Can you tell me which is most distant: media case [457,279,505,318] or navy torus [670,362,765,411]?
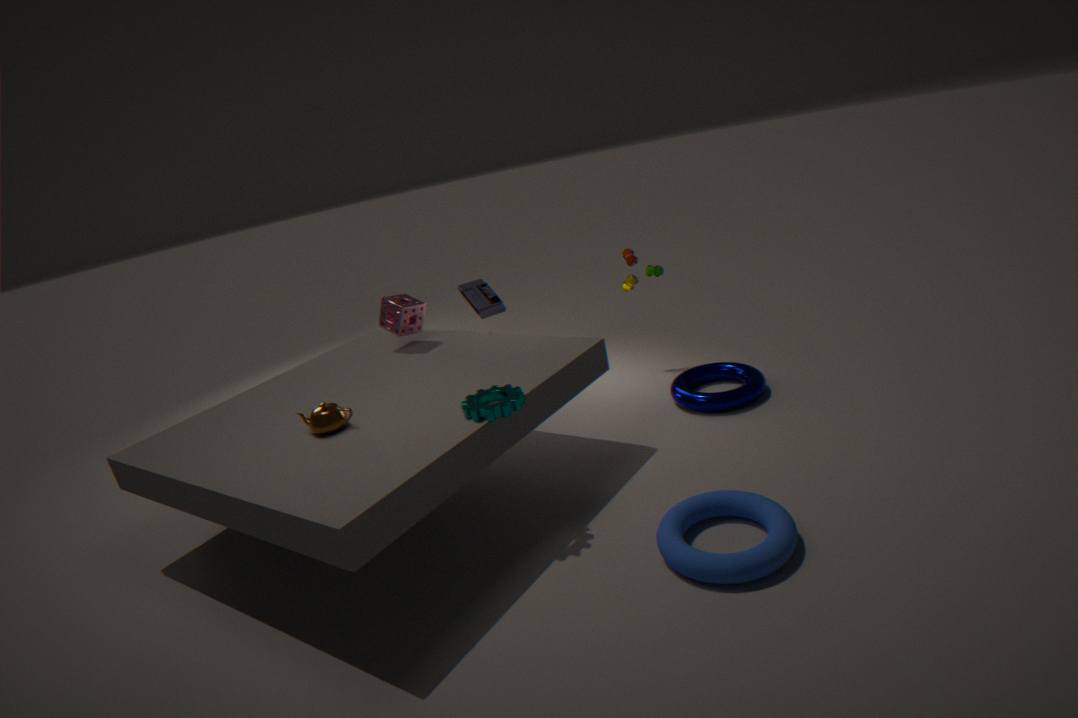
media case [457,279,505,318]
